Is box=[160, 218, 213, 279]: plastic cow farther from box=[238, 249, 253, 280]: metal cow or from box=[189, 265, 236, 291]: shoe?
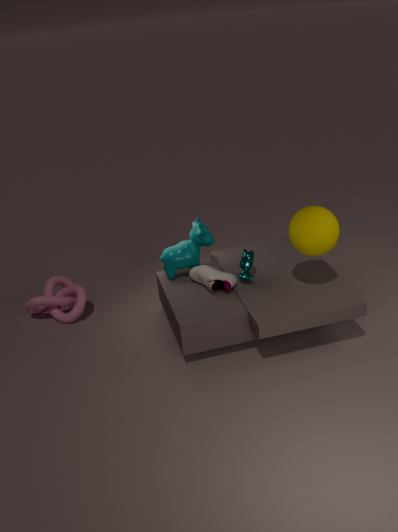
box=[238, 249, 253, 280]: metal cow
